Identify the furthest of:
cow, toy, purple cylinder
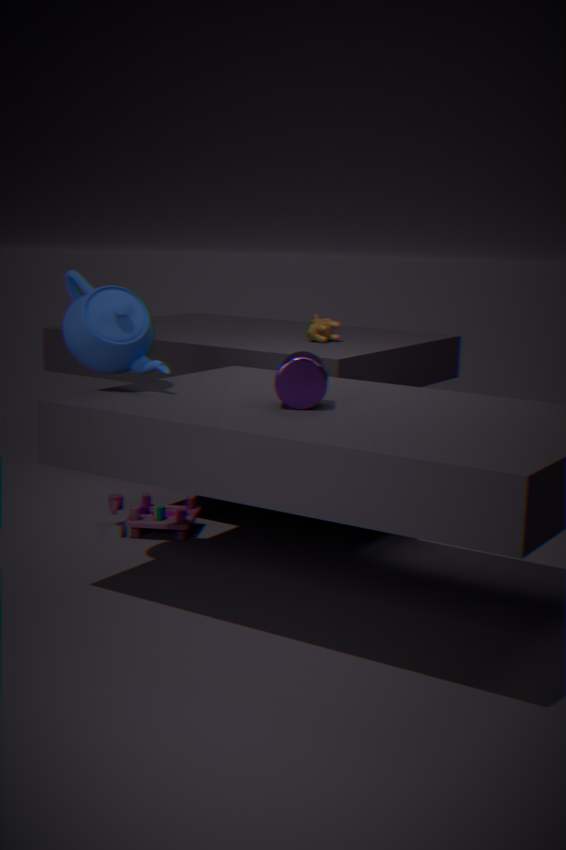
cow
